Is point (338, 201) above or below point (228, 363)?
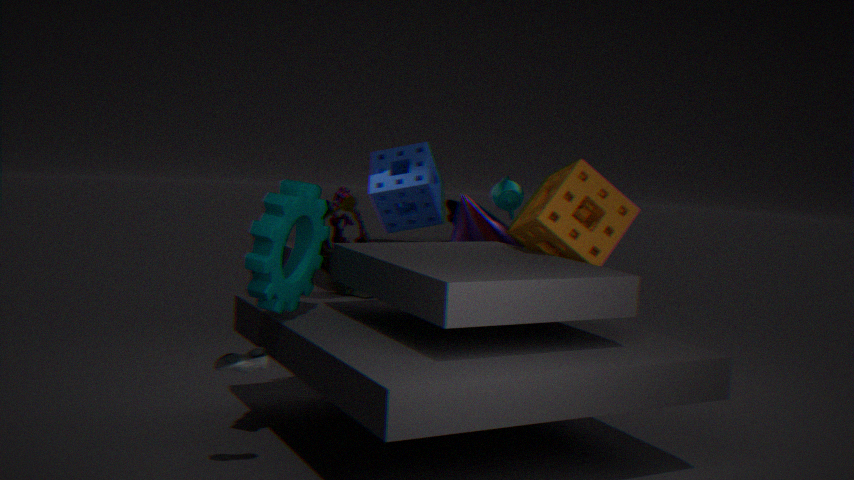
above
